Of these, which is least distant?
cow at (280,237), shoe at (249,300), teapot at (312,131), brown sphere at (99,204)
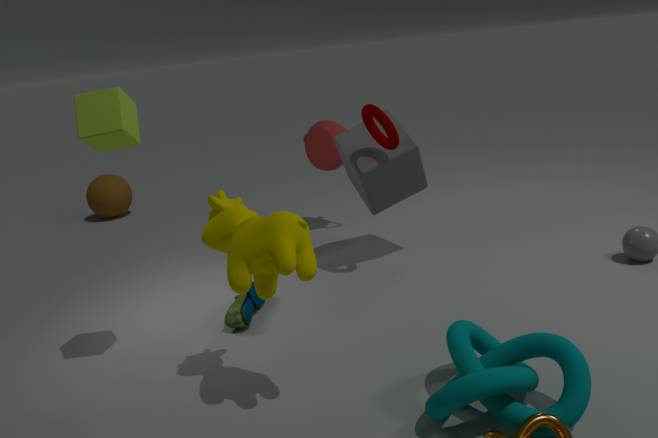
cow at (280,237)
